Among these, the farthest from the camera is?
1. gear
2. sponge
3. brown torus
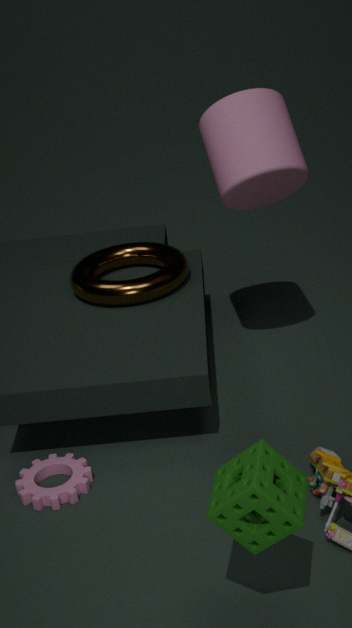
brown torus
